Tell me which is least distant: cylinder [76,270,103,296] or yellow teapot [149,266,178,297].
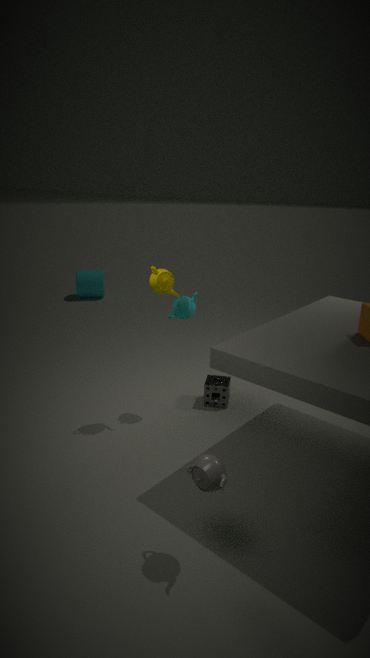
yellow teapot [149,266,178,297]
